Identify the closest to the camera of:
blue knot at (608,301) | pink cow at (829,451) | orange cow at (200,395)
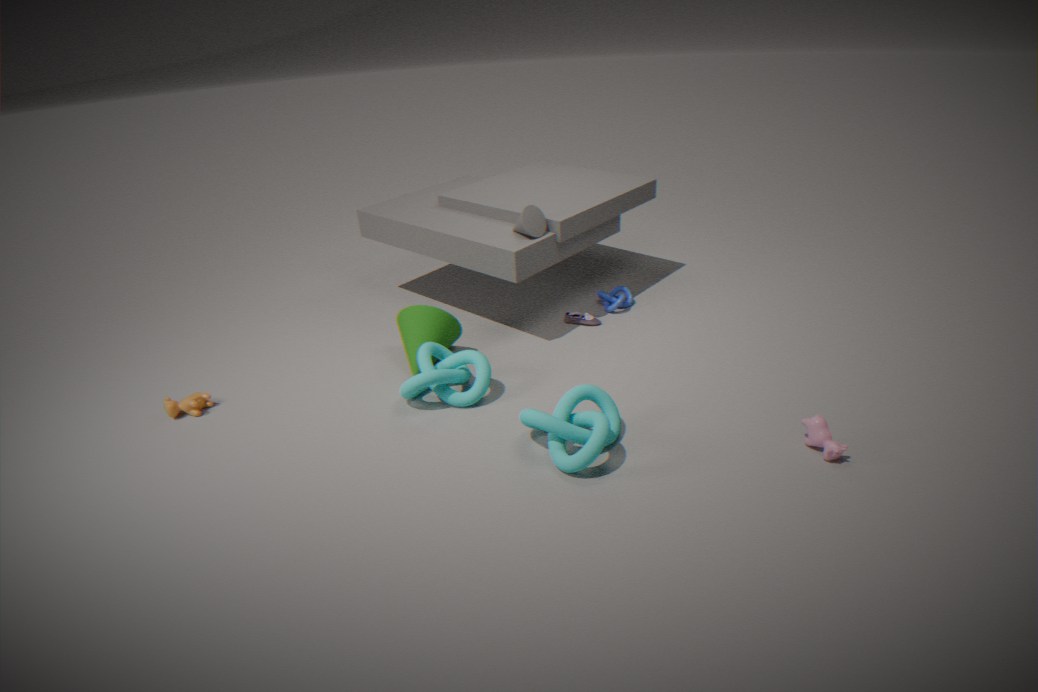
pink cow at (829,451)
